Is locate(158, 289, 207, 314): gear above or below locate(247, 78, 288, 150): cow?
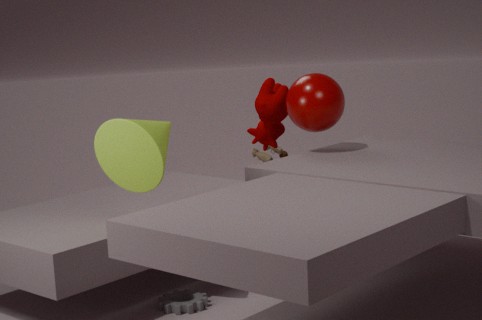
below
